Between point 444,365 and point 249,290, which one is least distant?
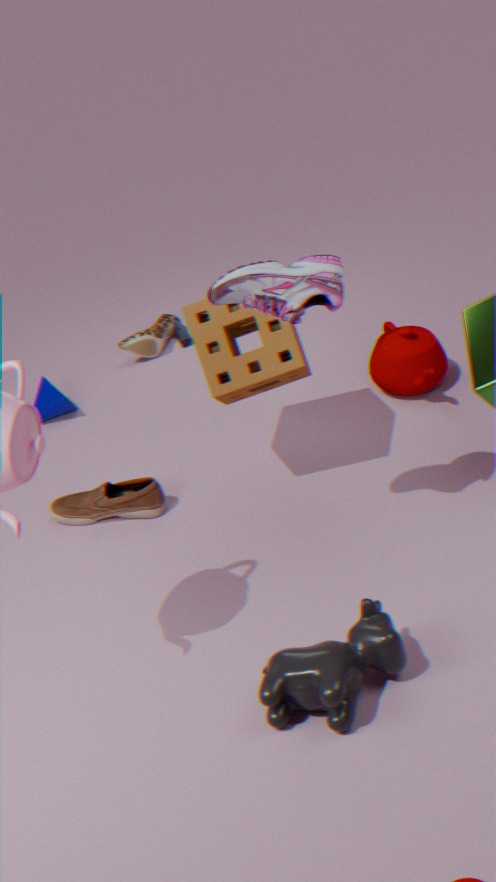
point 249,290
